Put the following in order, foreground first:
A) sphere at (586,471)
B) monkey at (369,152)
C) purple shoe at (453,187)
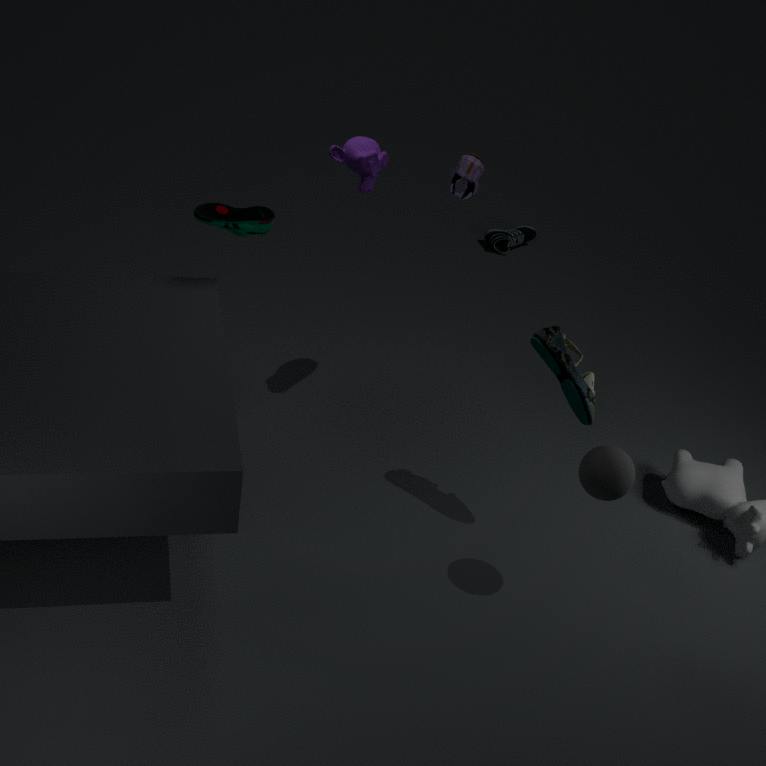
sphere at (586,471)
monkey at (369,152)
purple shoe at (453,187)
